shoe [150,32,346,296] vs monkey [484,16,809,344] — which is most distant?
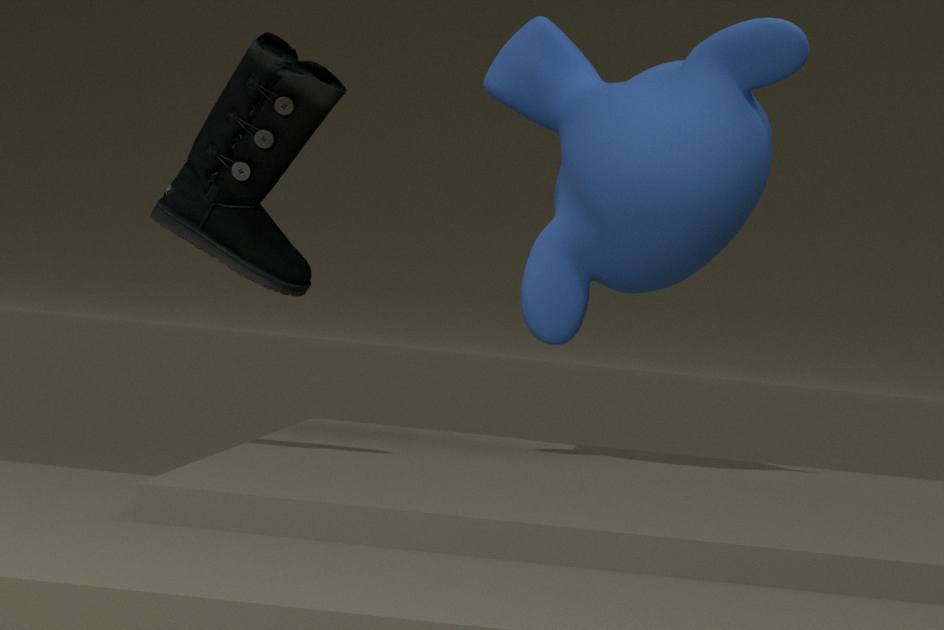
monkey [484,16,809,344]
